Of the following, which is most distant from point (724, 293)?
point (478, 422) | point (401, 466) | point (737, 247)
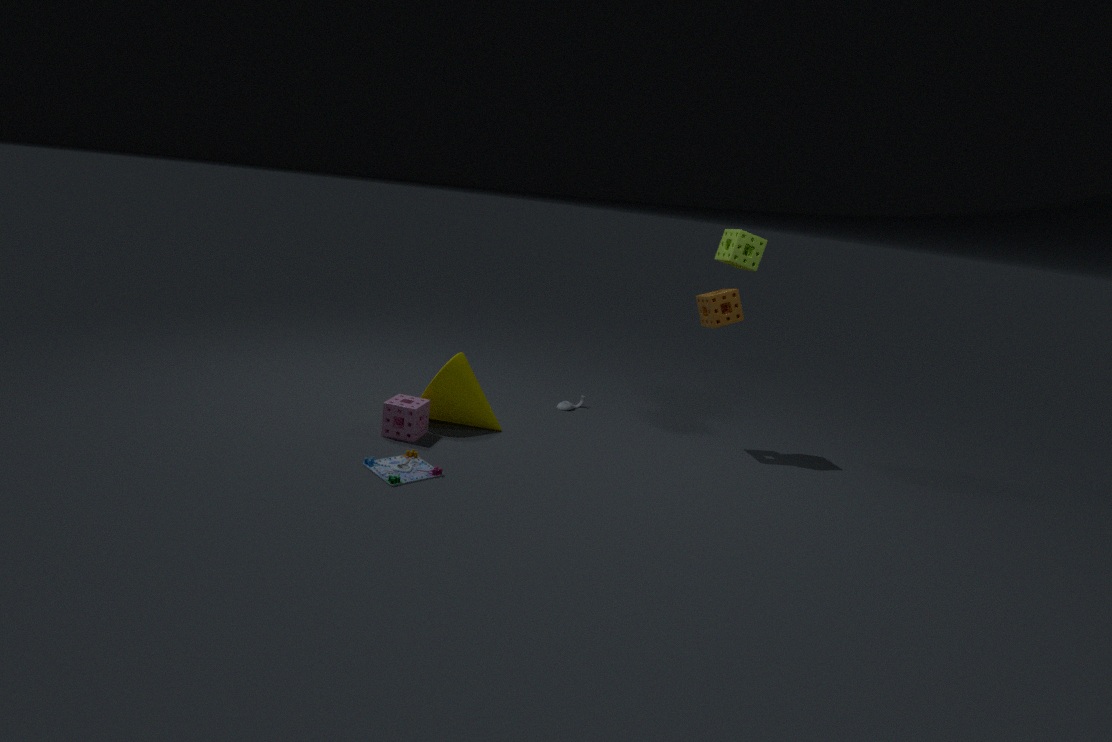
point (401, 466)
